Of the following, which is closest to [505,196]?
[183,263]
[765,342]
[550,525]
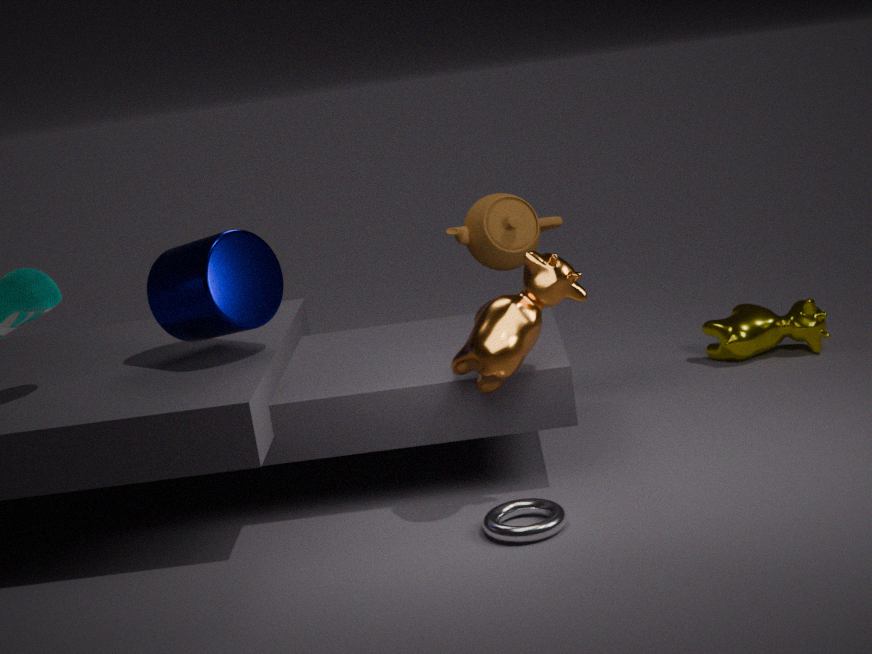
[765,342]
